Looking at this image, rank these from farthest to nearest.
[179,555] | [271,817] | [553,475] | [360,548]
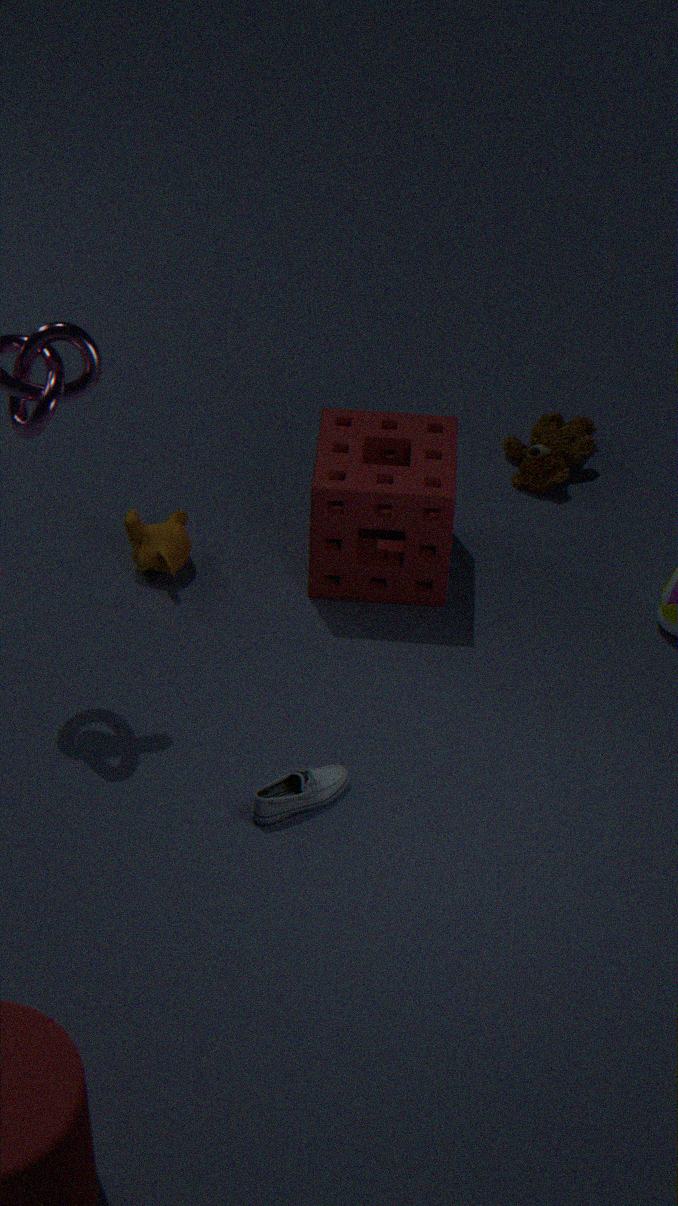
[553,475] → [179,555] → [360,548] → [271,817]
